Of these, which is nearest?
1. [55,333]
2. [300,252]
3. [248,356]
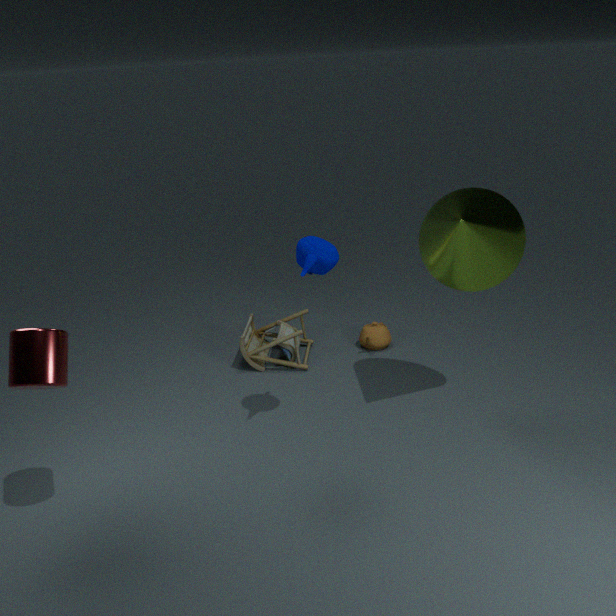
[55,333]
